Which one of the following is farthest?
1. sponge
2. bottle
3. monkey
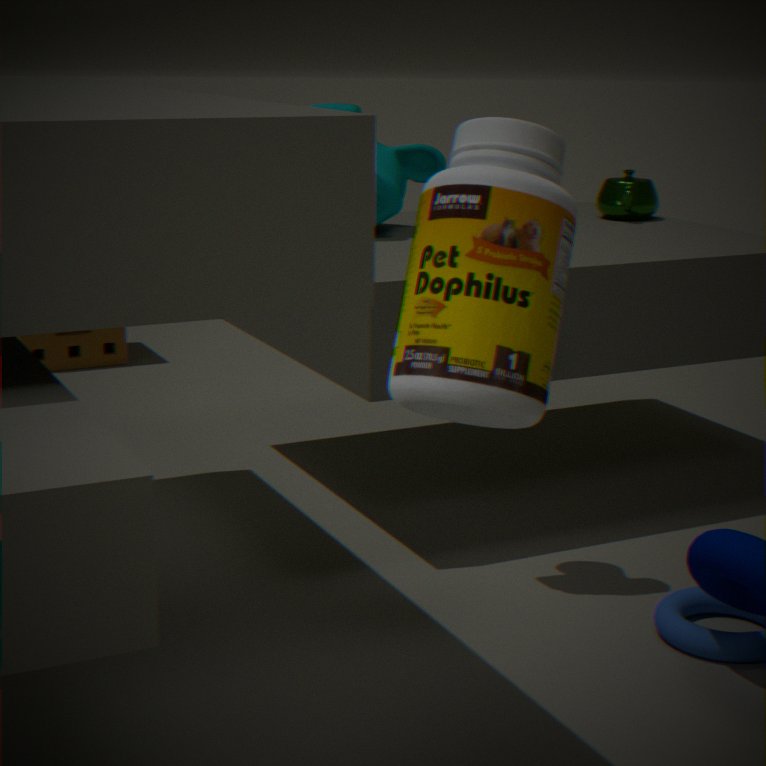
sponge
